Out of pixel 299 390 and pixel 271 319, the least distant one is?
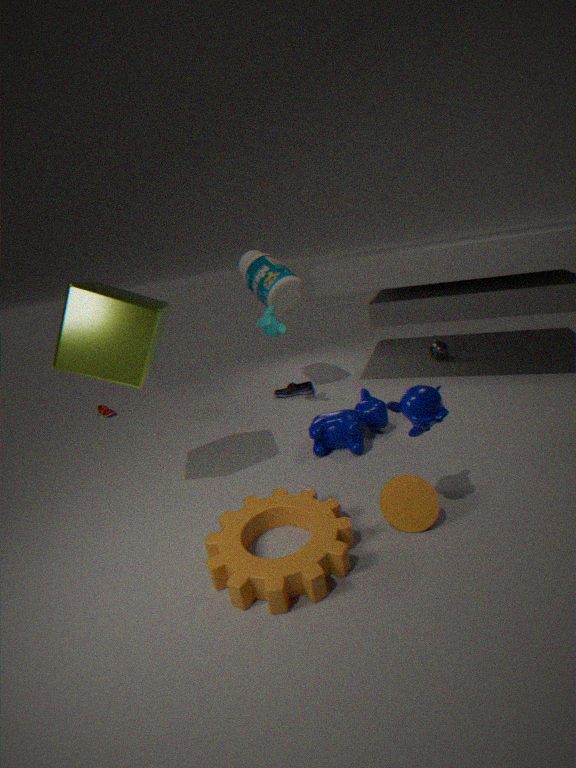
pixel 271 319
